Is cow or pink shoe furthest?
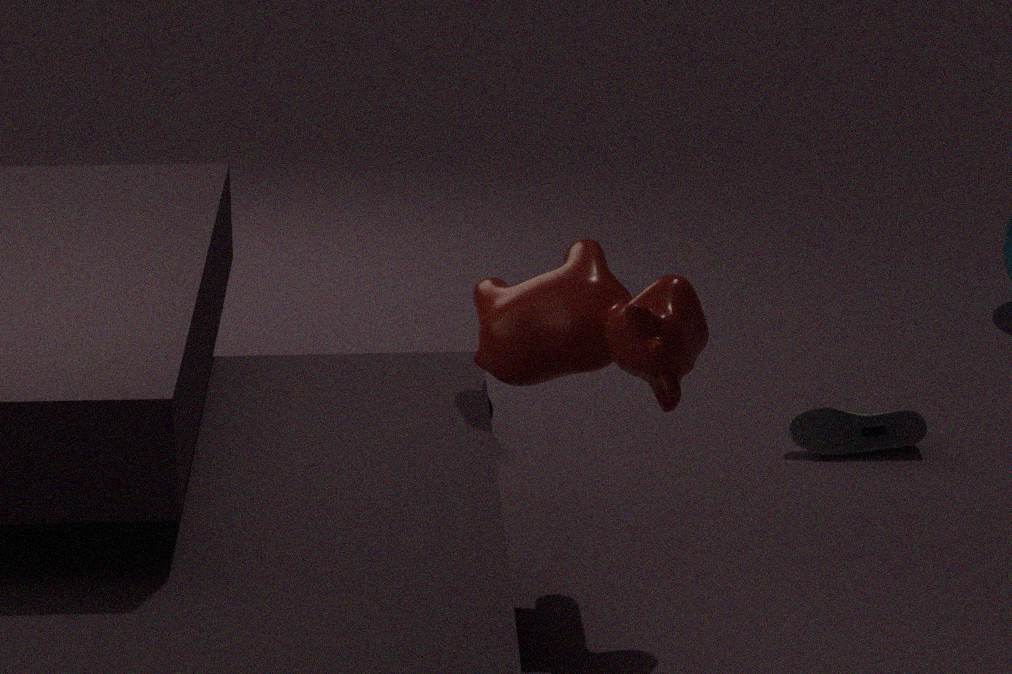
pink shoe
